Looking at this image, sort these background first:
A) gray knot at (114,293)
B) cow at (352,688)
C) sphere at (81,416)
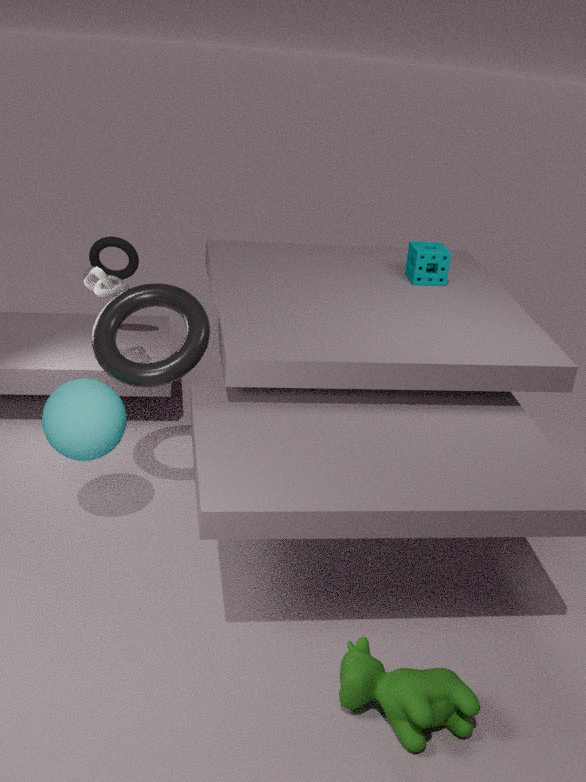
gray knot at (114,293), sphere at (81,416), cow at (352,688)
